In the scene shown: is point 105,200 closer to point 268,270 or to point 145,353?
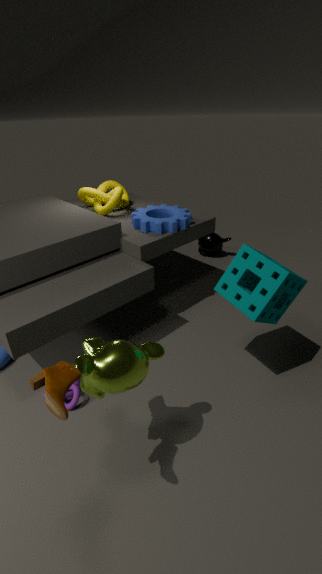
point 268,270
